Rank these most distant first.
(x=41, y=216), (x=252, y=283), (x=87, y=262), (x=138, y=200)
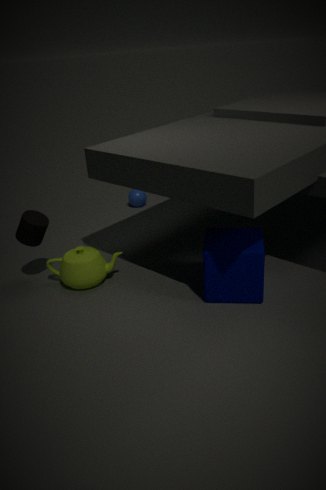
(x=138, y=200)
(x=41, y=216)
(x=87, y=262)
(x=252, y=283)
